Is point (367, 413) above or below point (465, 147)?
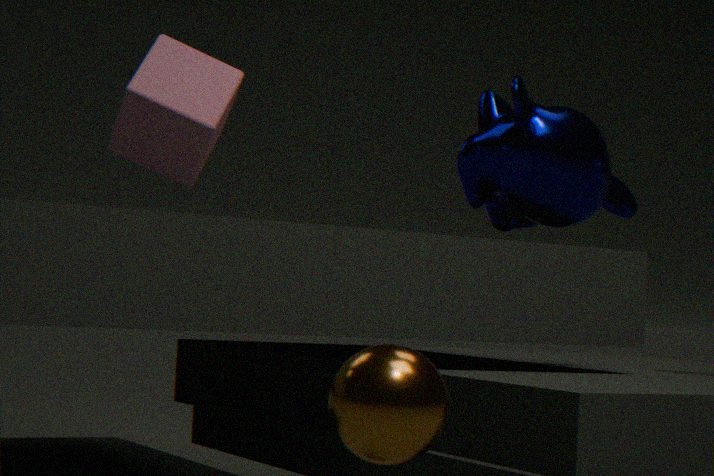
below
